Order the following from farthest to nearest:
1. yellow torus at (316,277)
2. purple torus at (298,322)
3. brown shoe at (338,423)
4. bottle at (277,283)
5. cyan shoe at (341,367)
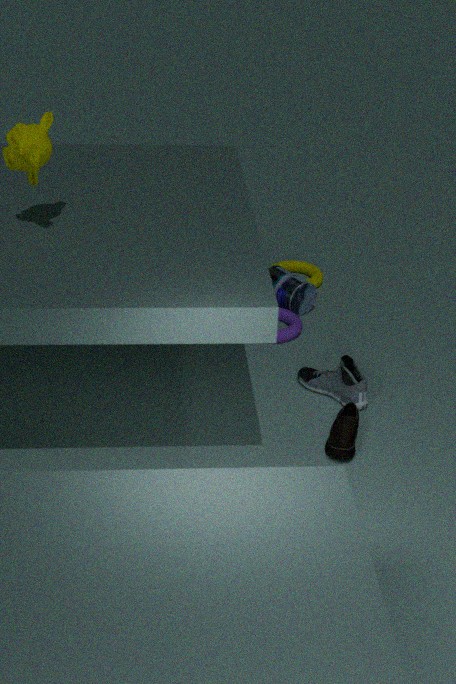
yellow torus at (316,277), bottle at (277,283), purple torus at (298,322), cyan shoe at (341,367), brown shoe at (338,423)
